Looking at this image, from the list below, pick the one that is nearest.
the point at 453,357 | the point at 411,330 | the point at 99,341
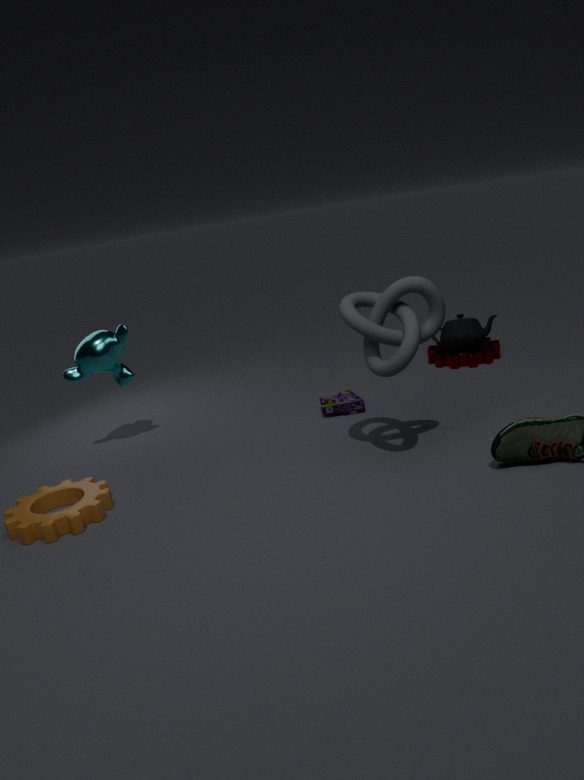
the point at 411,330
